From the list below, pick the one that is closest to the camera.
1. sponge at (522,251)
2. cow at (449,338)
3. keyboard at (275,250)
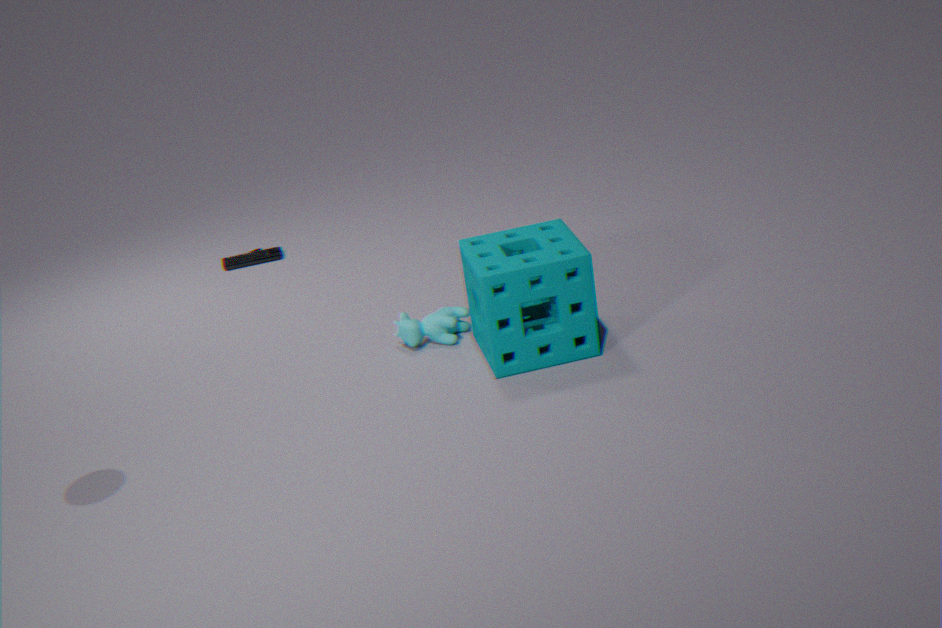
sponge at (522,251)
